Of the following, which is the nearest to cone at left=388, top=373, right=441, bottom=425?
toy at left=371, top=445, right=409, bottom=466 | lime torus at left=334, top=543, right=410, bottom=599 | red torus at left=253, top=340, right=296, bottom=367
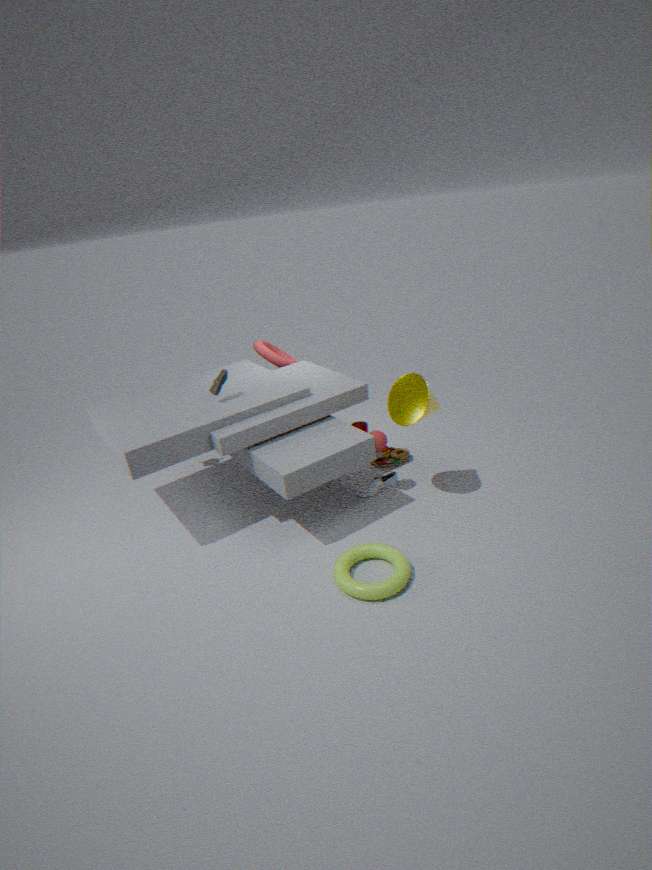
toy at left=371, top=445, right=409, bottom=466
